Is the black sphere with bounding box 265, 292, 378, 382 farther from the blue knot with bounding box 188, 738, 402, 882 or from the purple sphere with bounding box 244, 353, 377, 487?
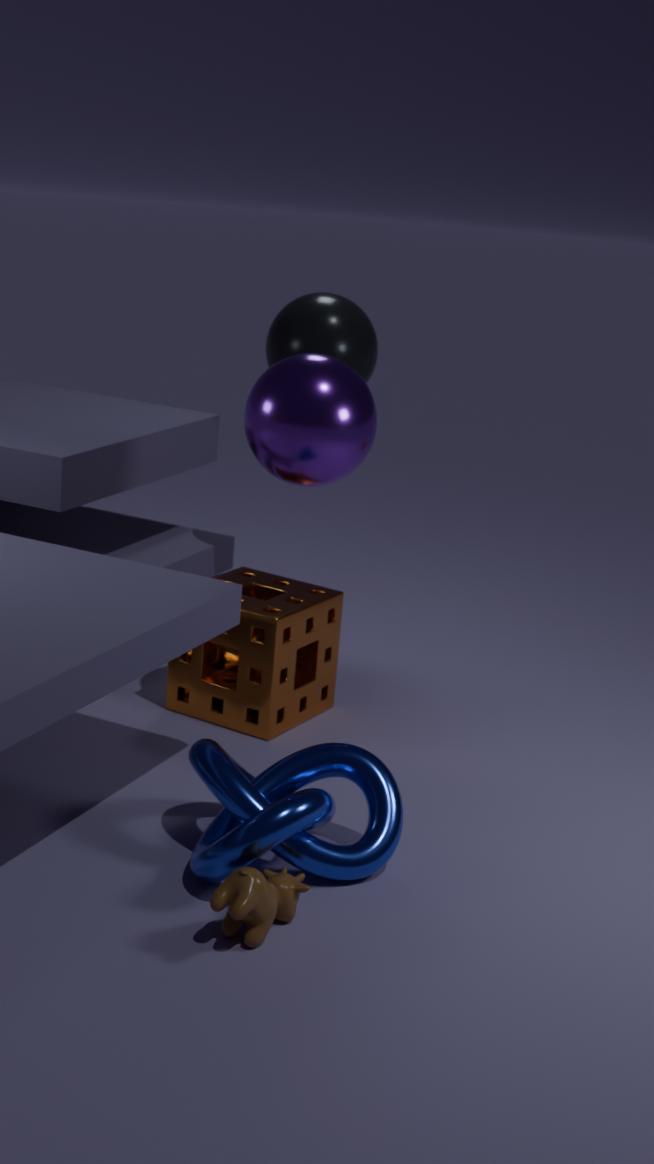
the blue knot with bounding box 188, 738, 402, 882
